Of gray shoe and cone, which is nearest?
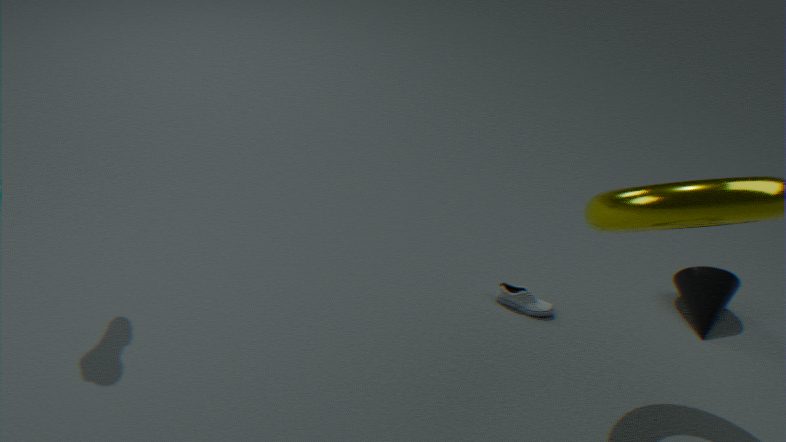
gray shoe
